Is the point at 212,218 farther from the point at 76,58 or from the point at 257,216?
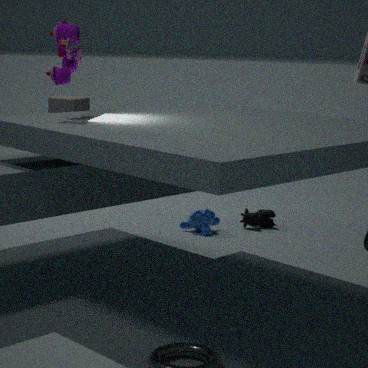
the point at 76,58
